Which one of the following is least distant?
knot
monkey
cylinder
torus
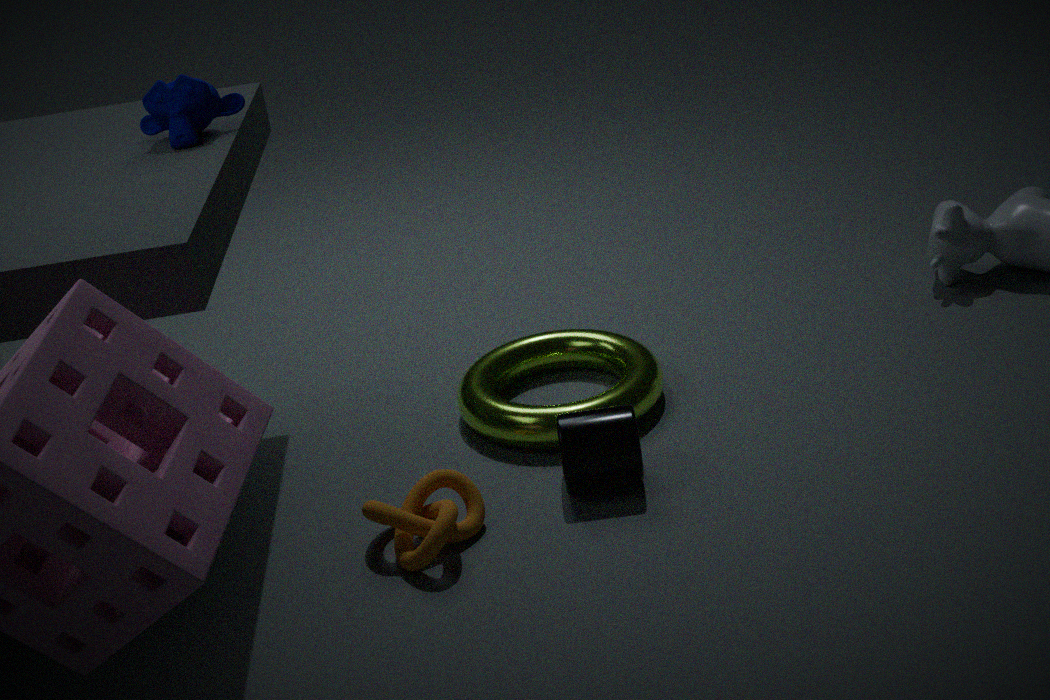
knot
